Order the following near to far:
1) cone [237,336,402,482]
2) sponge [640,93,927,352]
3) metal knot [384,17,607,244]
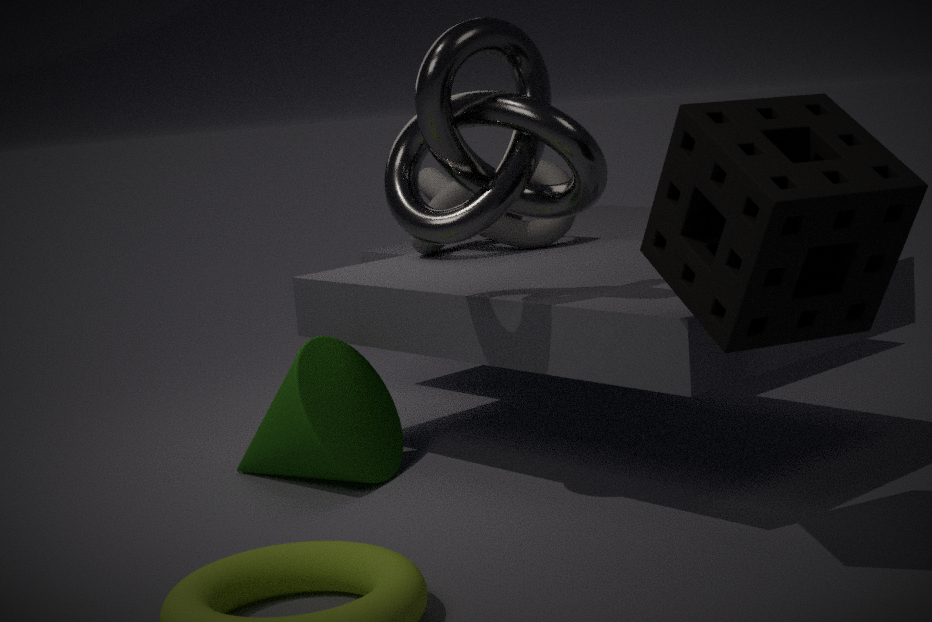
2. sponge [640,93,927,352] → 3. metal knot [384,17,607,244] → 1. cone [237,336,402,482]
